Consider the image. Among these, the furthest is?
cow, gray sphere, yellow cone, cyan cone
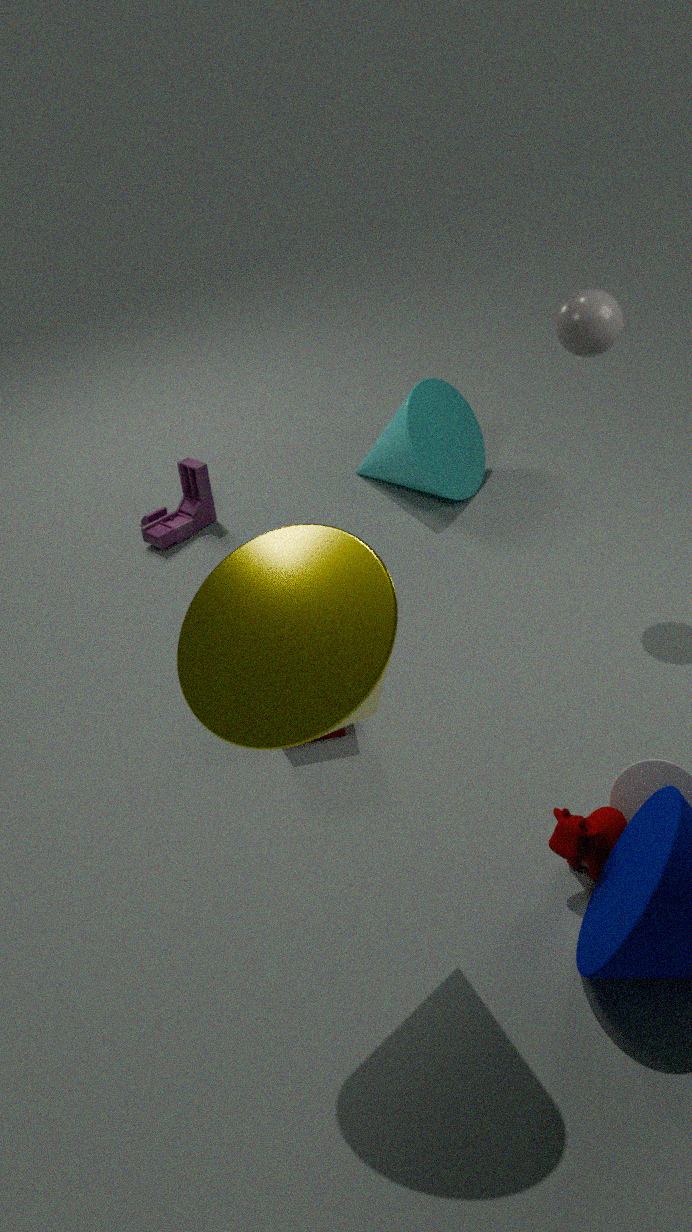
cyan cone
